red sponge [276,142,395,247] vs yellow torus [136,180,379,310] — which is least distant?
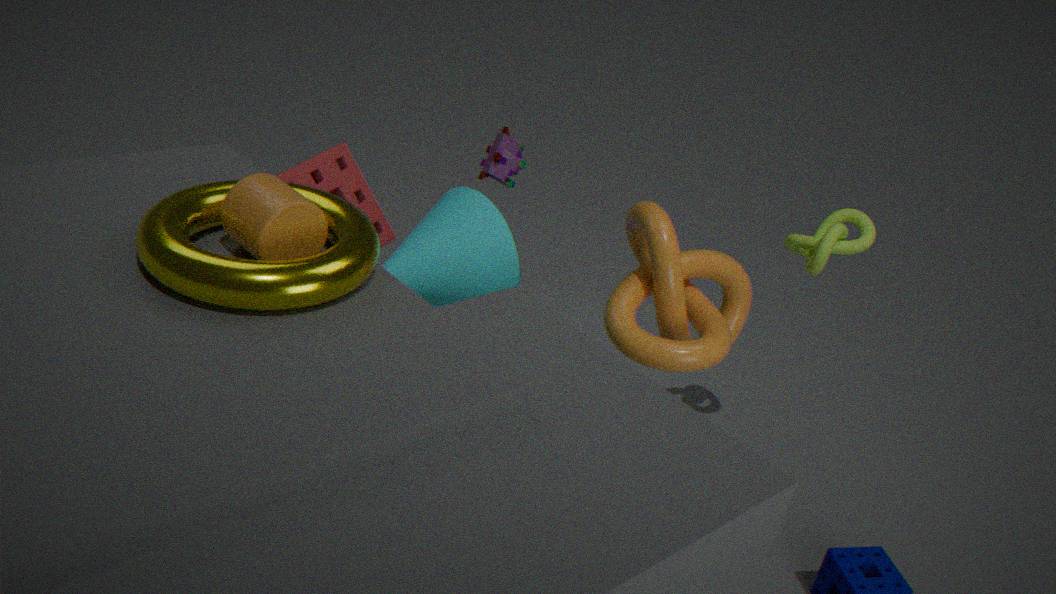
yellow torus [136,180,379,310]
